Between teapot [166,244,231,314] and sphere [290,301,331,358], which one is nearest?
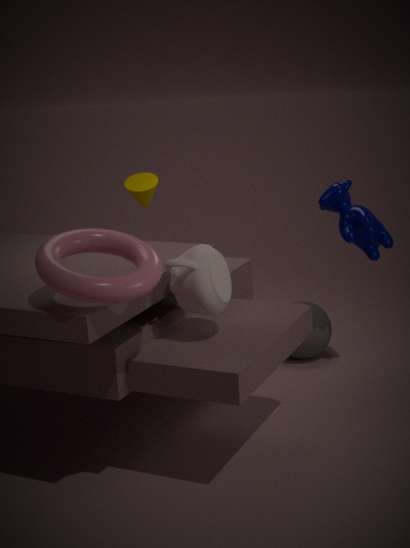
teapot [166,244,231,314]
